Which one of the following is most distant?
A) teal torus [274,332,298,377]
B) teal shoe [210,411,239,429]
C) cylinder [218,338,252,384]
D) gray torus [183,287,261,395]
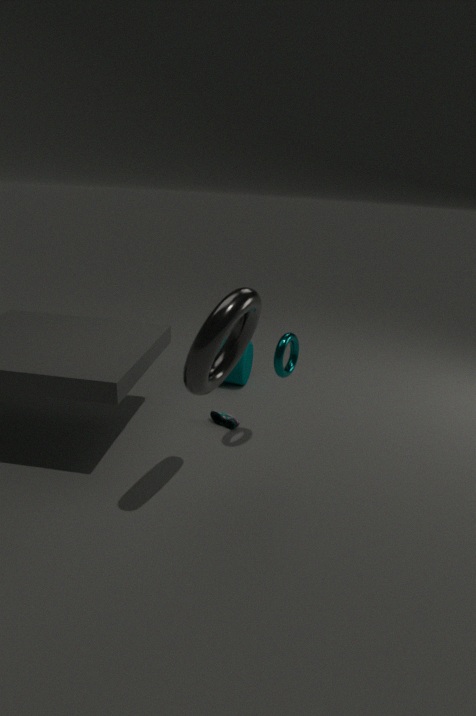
cylinder [218,338,252,384]
